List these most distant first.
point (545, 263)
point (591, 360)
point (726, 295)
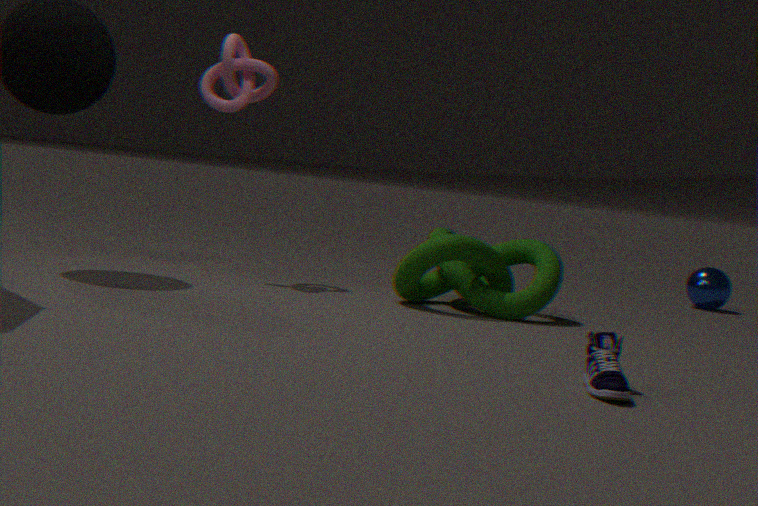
point (726, 295), point (545, 263), point (591, 360)
